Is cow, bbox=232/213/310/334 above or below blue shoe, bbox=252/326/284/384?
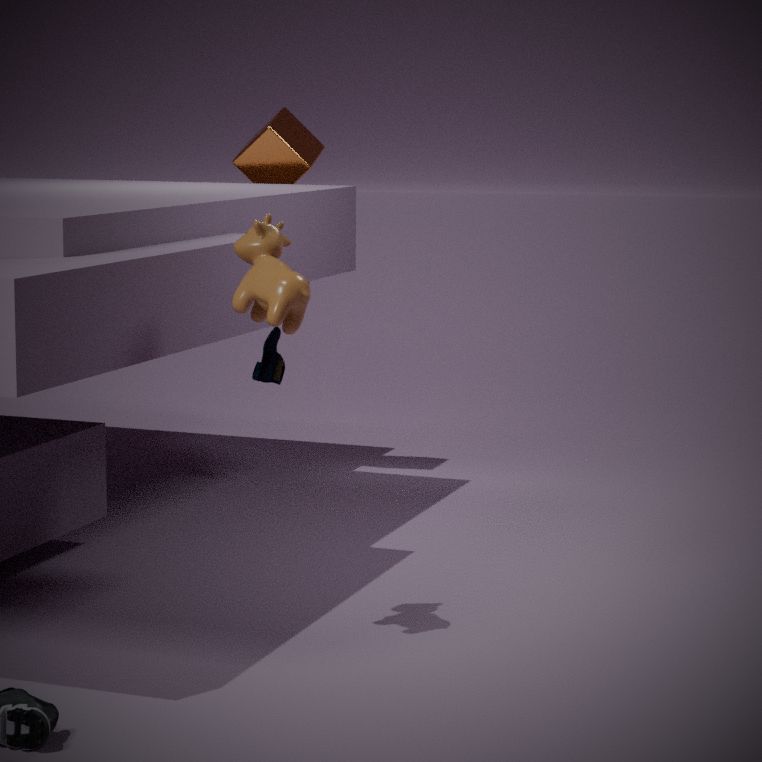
above
